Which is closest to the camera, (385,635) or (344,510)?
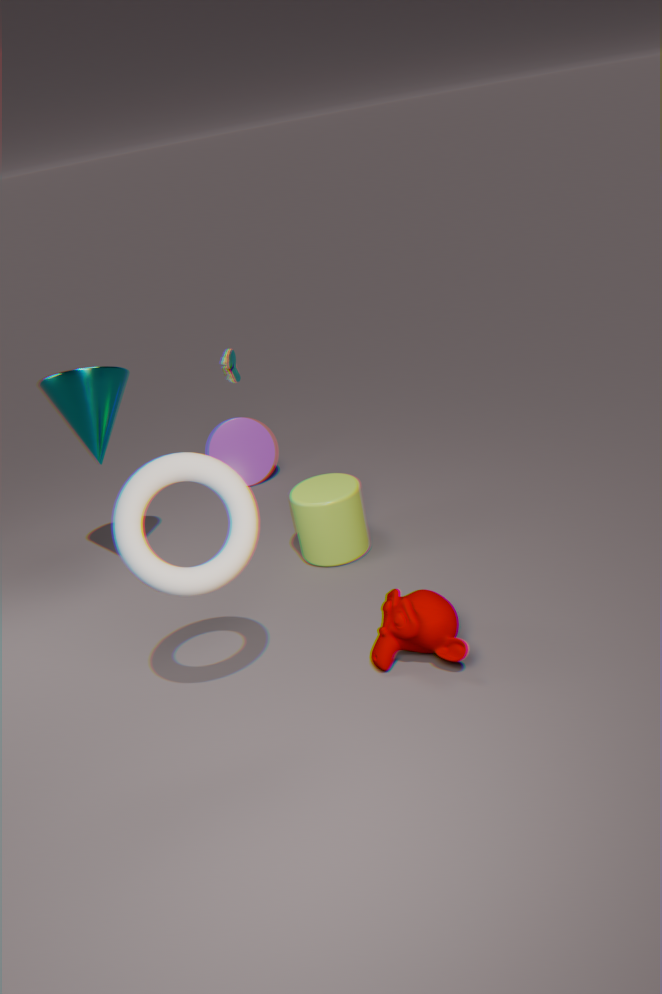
(385,635)
